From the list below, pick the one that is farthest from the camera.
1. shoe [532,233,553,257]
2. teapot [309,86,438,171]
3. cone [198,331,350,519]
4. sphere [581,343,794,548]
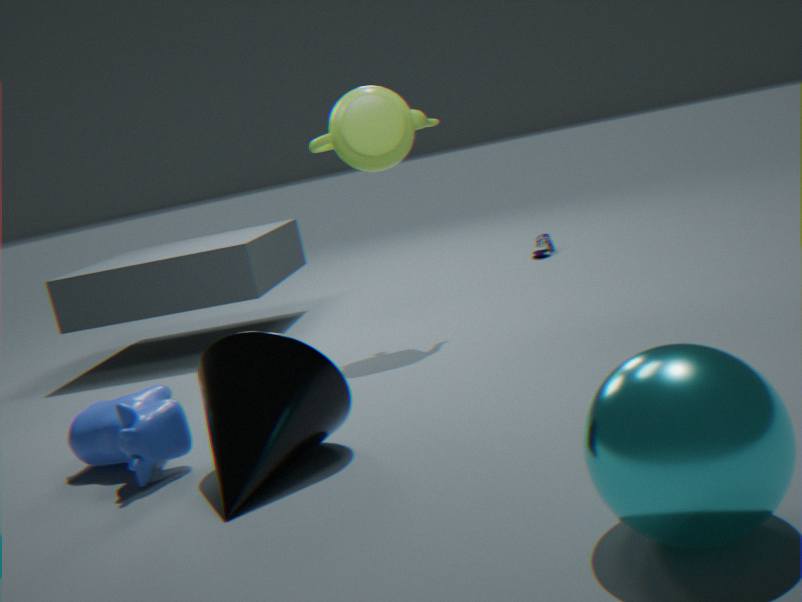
shoe [532,233,553,257]
